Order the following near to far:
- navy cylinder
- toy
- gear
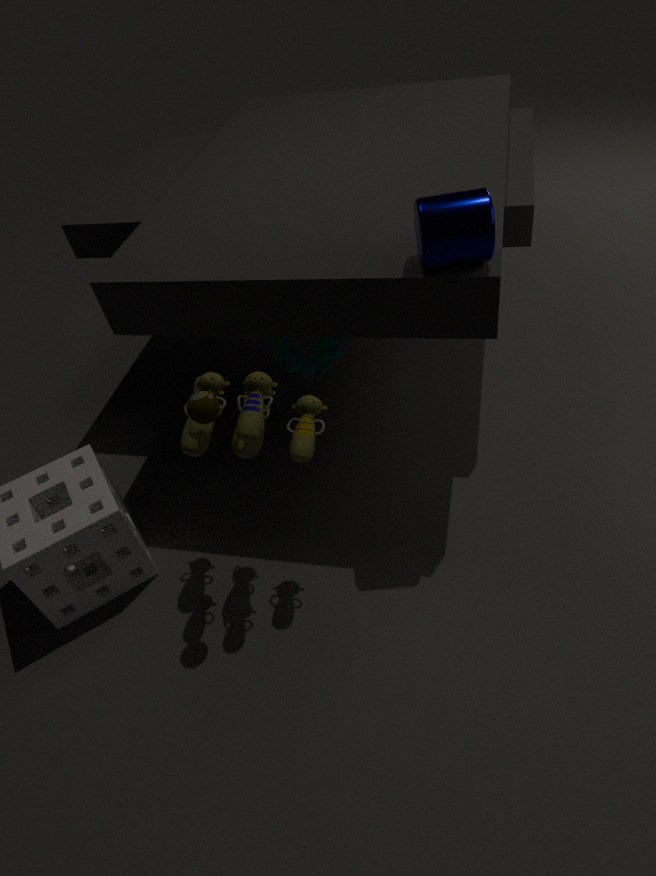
navy cylinder
toy
gear
